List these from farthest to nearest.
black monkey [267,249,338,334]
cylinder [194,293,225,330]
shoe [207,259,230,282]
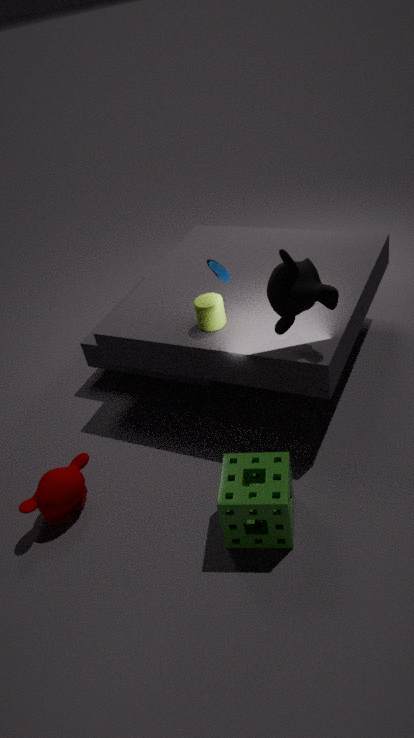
shoe [207,259,230,282]
cylinder [194,293,225,330]
black monkey [267,249,338,334]
